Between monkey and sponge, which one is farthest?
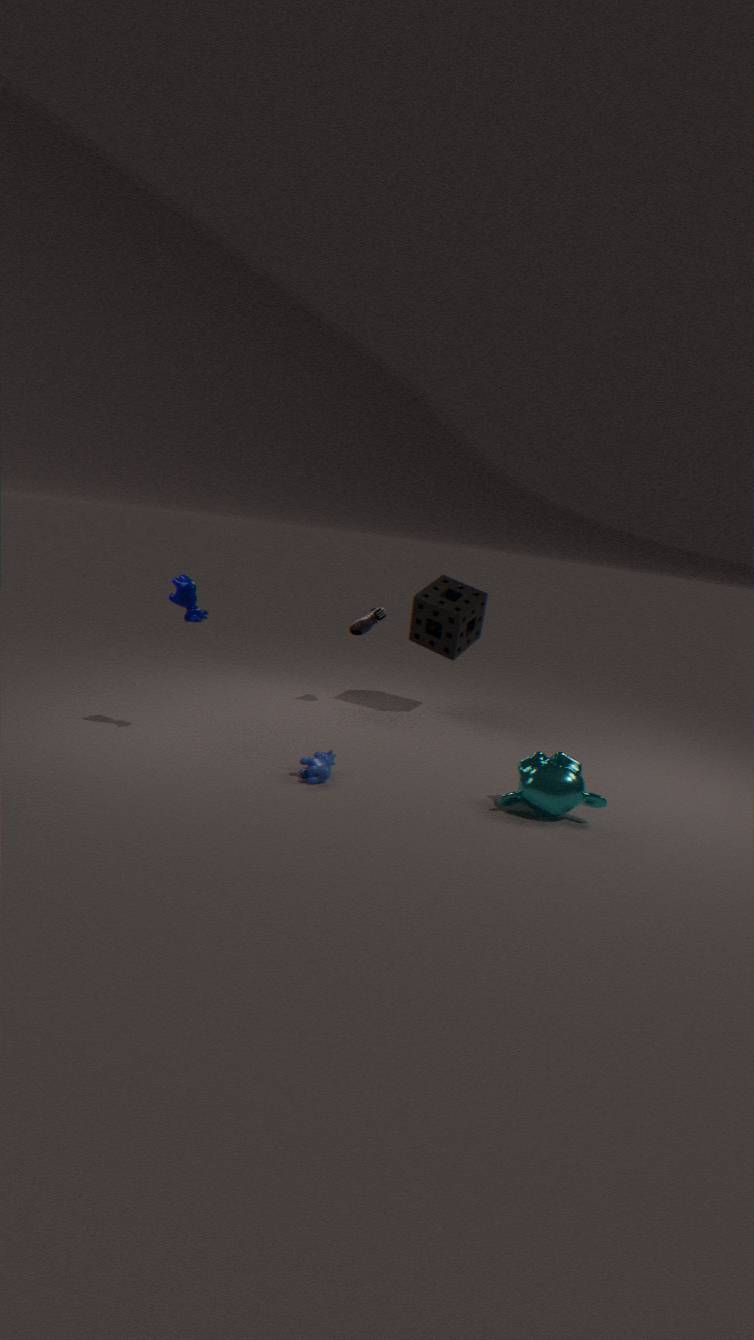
sponge
